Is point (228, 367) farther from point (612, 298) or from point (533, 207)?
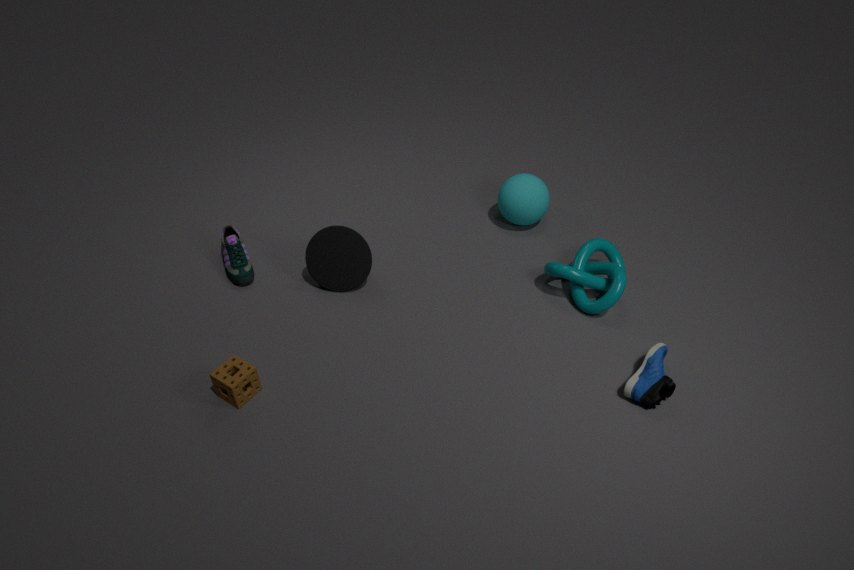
point (533, 207)
